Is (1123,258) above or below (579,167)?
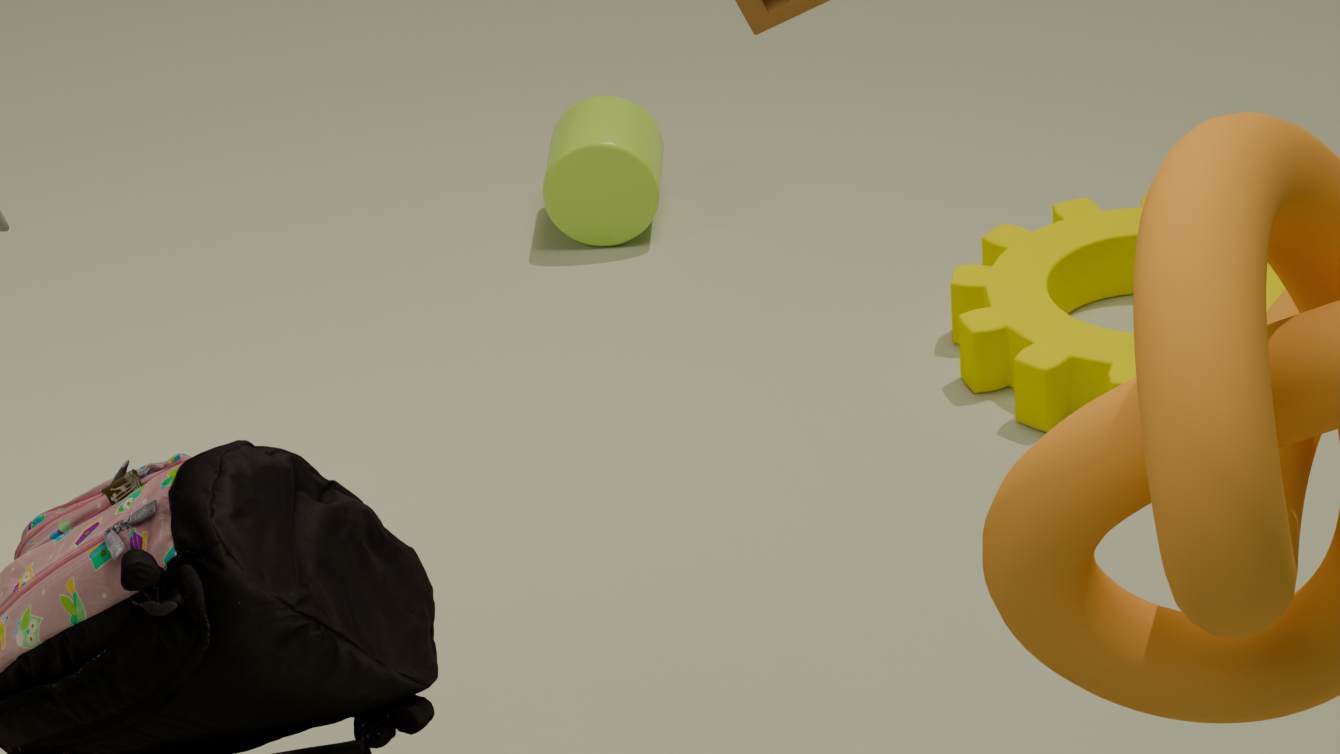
below
